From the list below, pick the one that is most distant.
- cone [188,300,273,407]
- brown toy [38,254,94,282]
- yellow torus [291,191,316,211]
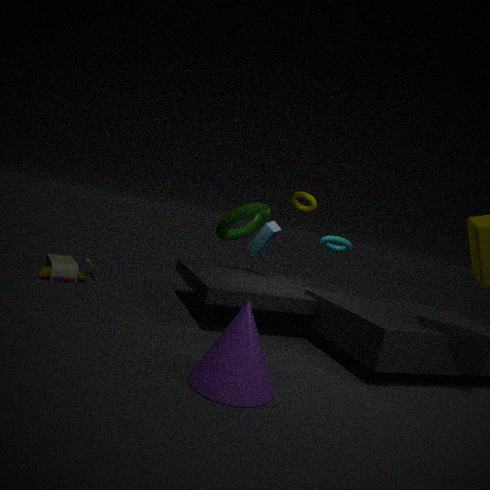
yellow torus [291,191,316,211]
